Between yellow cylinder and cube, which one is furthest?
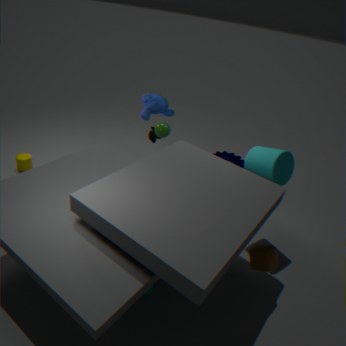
yellow cylinder
